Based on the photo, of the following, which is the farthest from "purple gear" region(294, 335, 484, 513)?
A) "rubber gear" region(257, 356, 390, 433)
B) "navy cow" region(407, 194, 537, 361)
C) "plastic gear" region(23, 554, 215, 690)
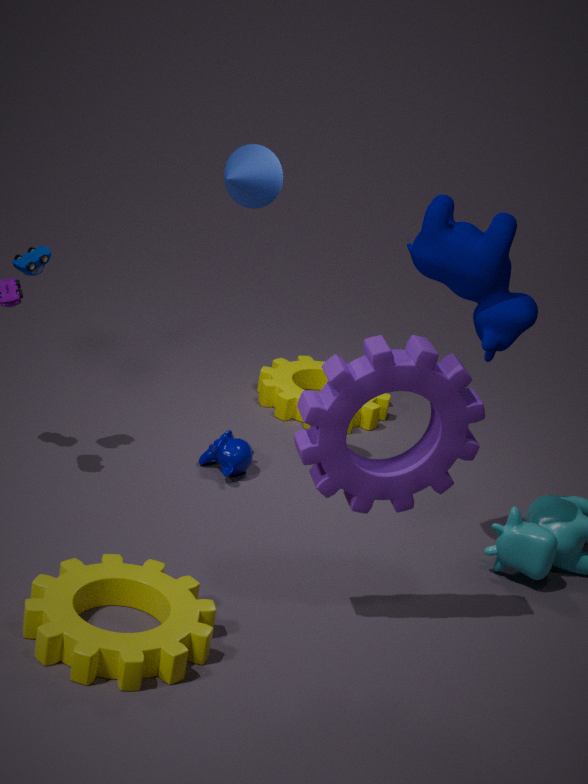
"rubber gear" region(257, 356, 390, 433)
